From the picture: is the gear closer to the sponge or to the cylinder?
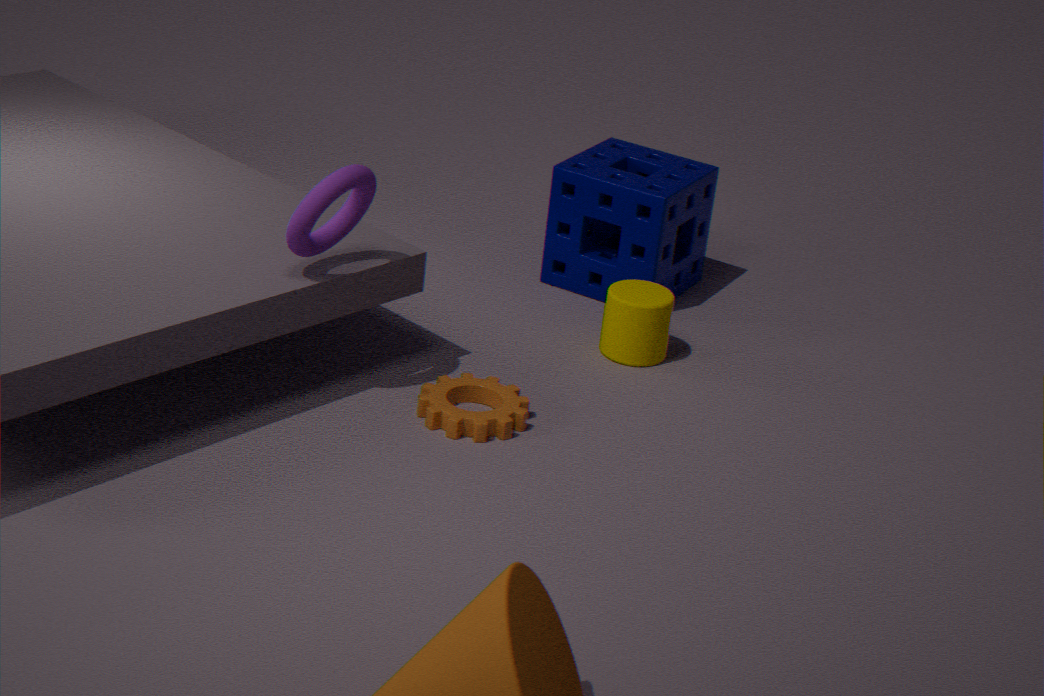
the cylinder
